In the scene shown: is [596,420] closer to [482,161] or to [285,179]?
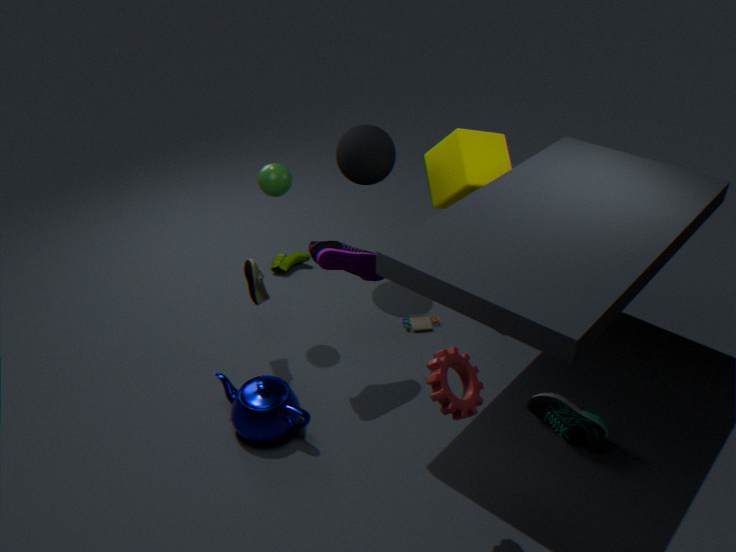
[482,161]
